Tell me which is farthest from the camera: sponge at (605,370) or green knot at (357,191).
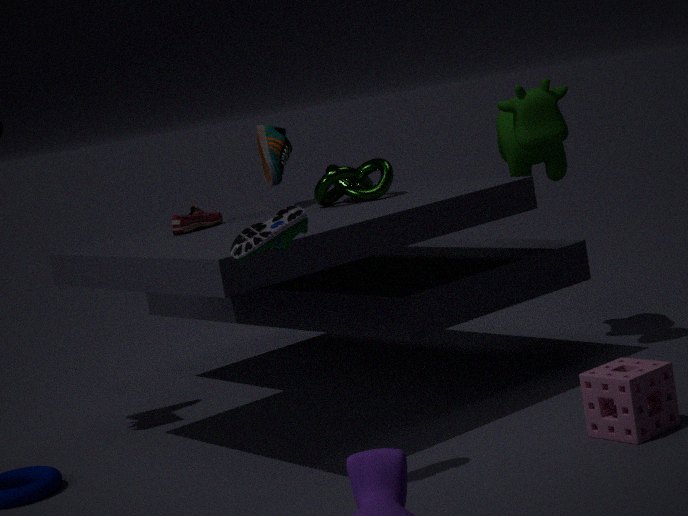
green knot at (357,191)
